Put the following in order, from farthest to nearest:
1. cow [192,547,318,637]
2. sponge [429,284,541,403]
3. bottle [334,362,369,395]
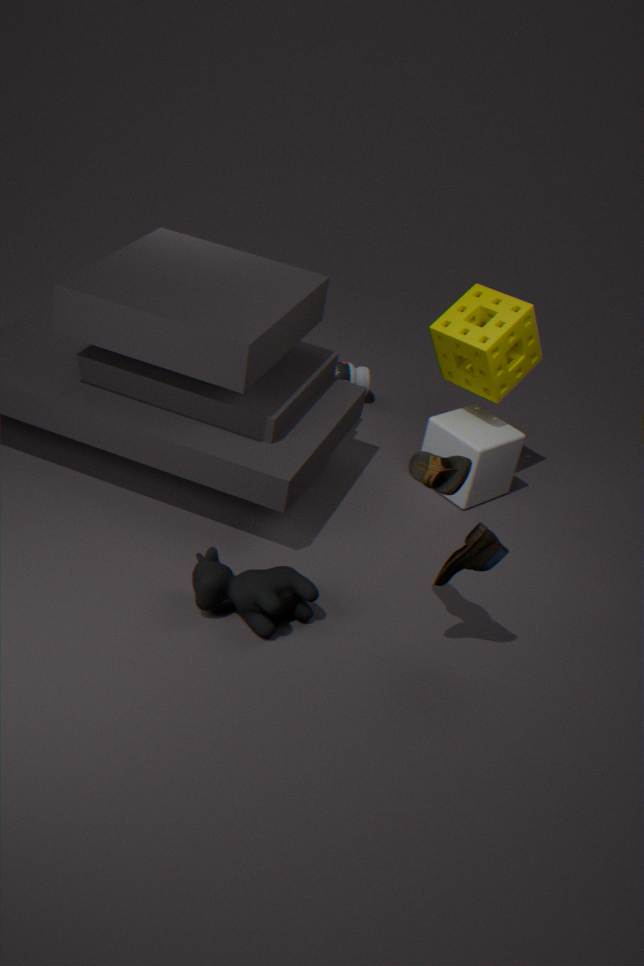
1. bottle [334,362,369,395]
2. sponge [429,284,541,403]
3. cow [192,547,318,637]
